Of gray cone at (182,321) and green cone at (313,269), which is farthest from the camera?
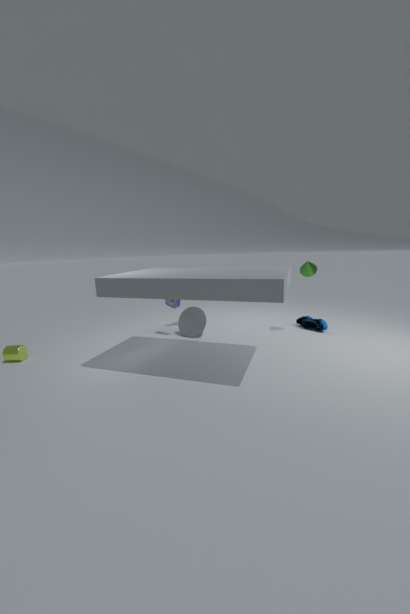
gray cone at (182,321)
